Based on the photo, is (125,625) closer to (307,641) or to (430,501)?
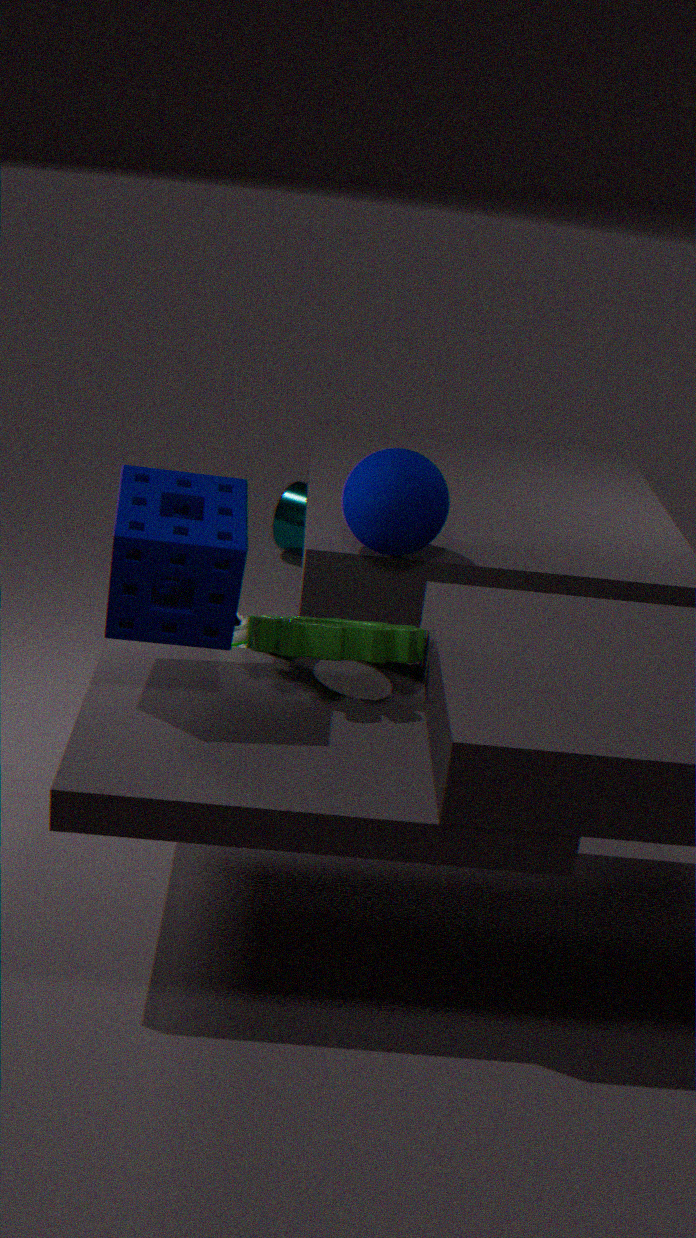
(307,641)
